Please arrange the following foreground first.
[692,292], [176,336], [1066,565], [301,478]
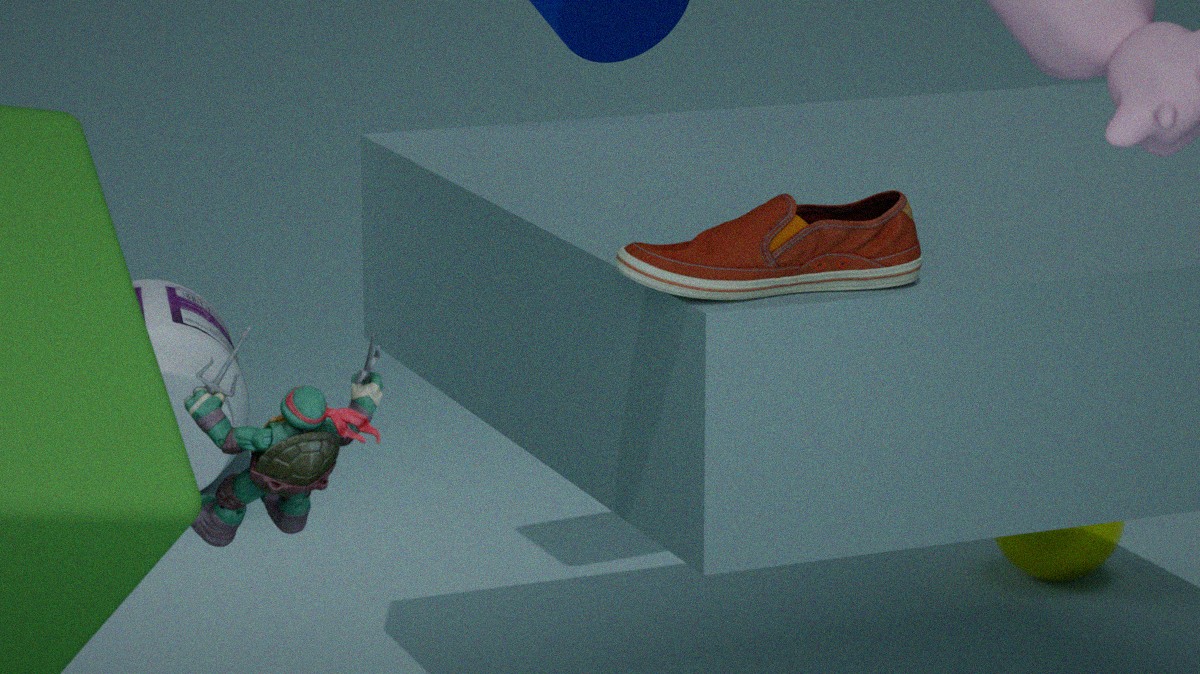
[301,478], [692,292], [1066,565], [176,336]
